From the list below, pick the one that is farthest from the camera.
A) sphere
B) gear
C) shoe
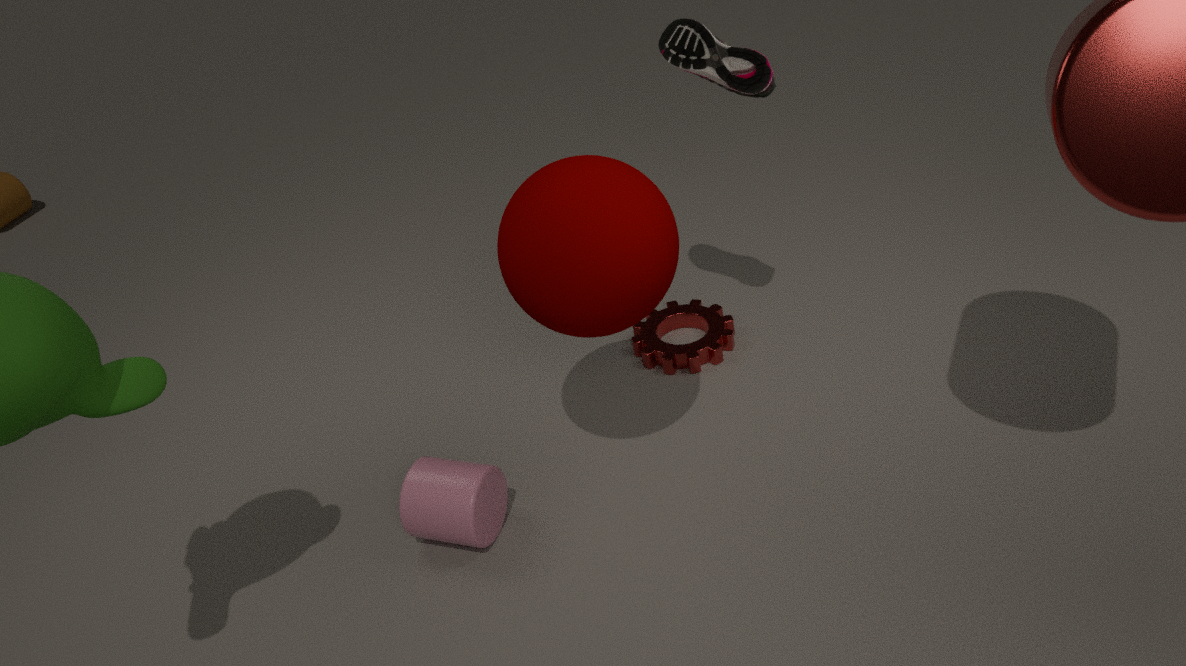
gear
